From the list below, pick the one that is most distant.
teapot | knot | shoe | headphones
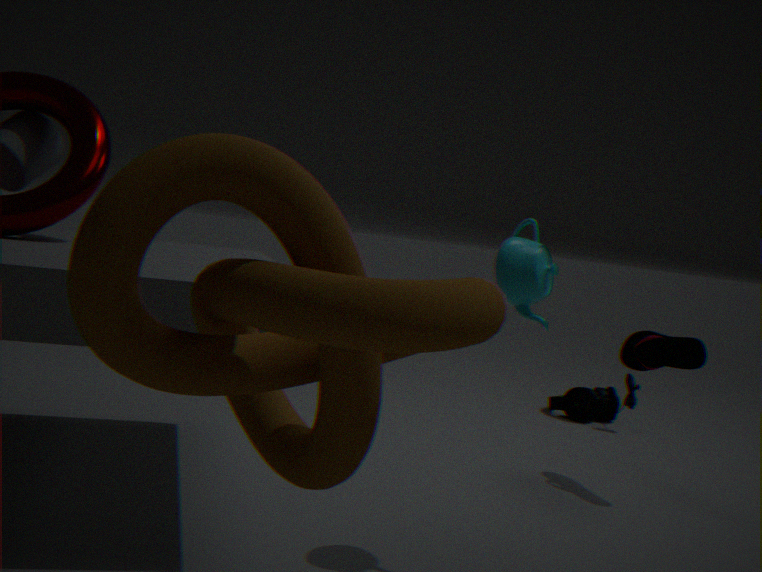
headphones
